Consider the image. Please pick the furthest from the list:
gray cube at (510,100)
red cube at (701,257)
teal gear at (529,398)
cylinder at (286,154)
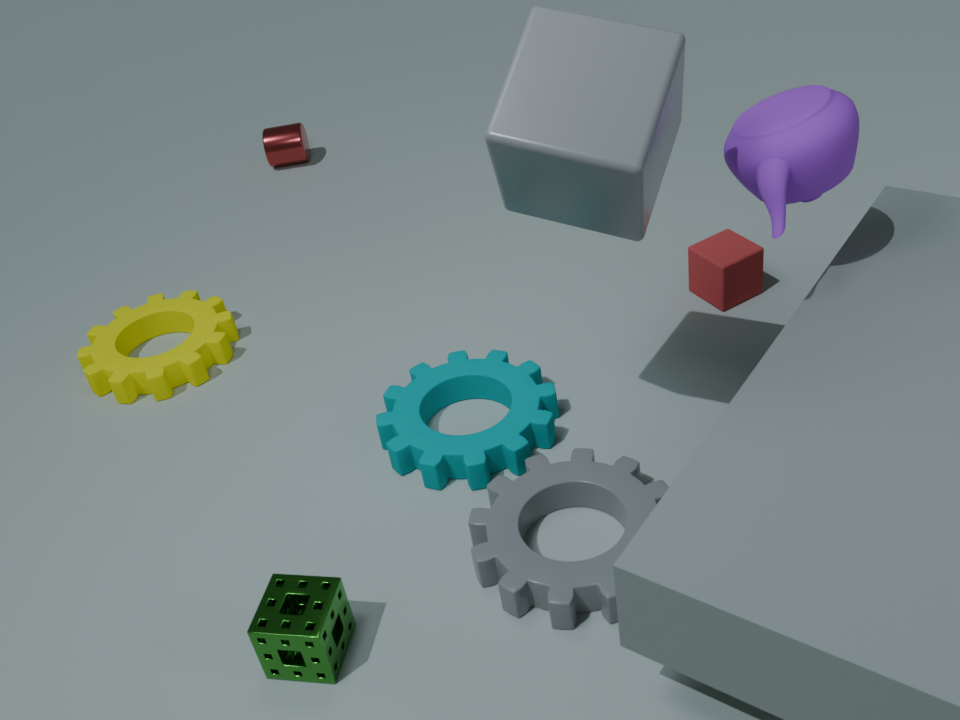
cylinder at (286,154)
